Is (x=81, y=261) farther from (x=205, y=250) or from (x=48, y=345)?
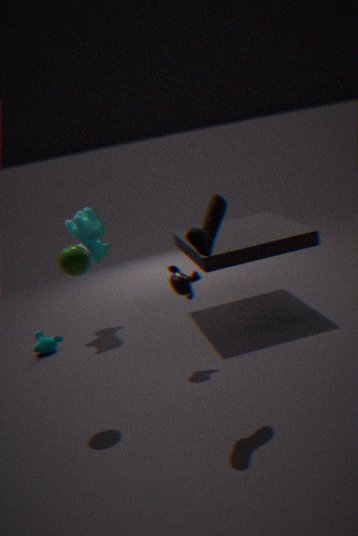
(x=48, y=345)
